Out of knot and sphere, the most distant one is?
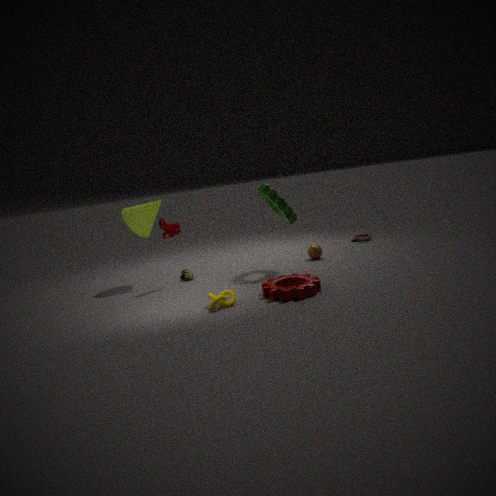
sphere
